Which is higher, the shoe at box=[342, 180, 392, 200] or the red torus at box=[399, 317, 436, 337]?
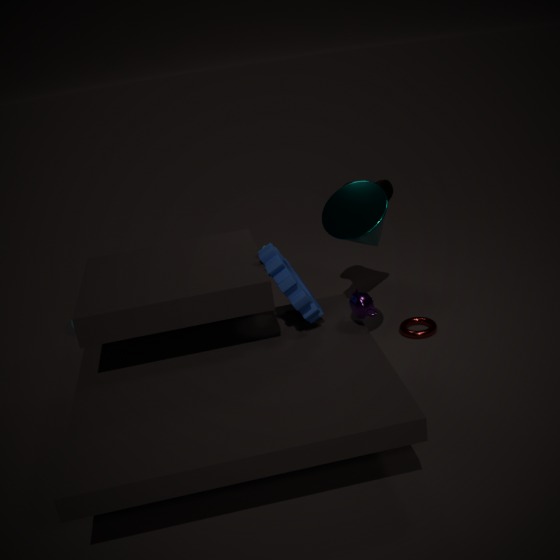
the shoe at box=[342, 180, 392, 200]
